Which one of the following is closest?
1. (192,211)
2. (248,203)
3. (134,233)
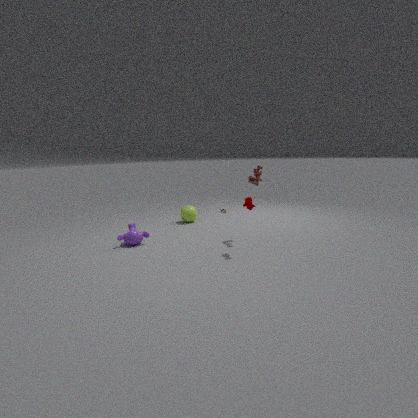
(248,203)
